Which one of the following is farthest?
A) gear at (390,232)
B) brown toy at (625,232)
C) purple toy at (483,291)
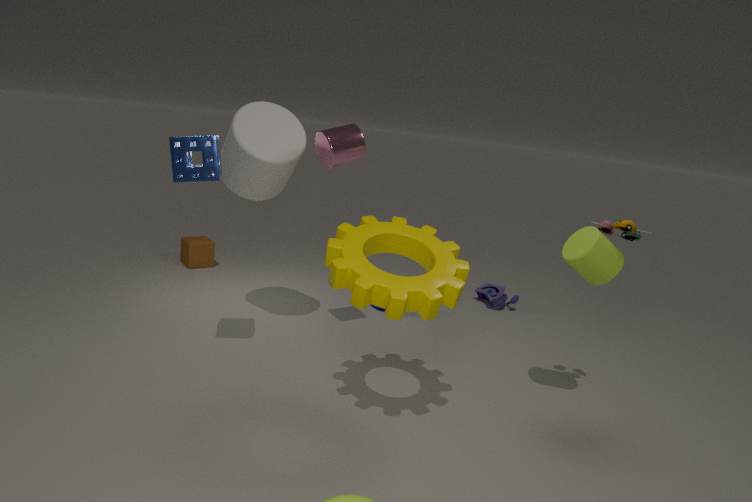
purple toy at (483,291)
